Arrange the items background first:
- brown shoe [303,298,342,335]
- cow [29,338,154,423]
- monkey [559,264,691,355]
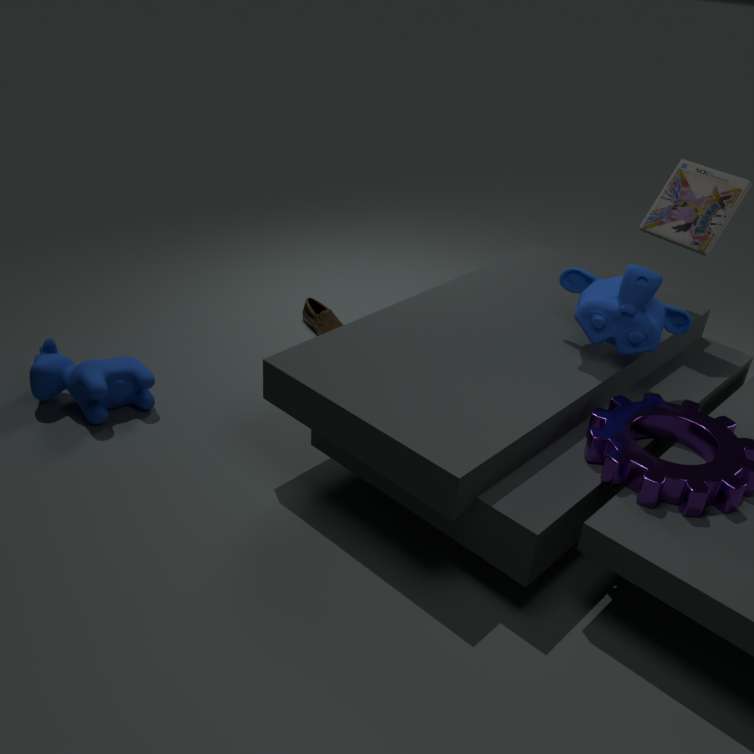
brown shoe [303,298,342,335]
cow [29,338,154,423]
monkey [559,264,691,355]
